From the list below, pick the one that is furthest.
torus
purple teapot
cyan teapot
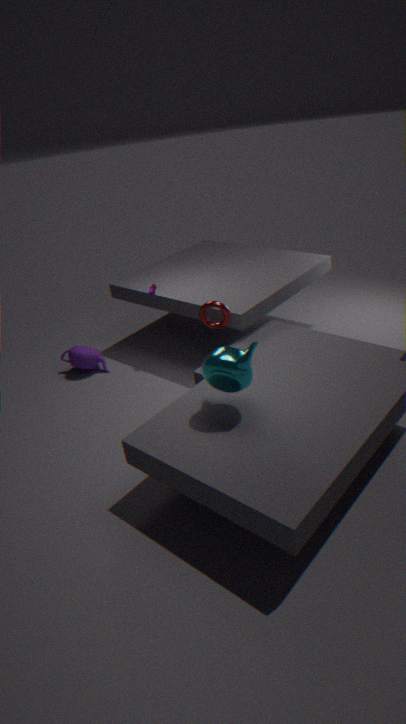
purple teapot
